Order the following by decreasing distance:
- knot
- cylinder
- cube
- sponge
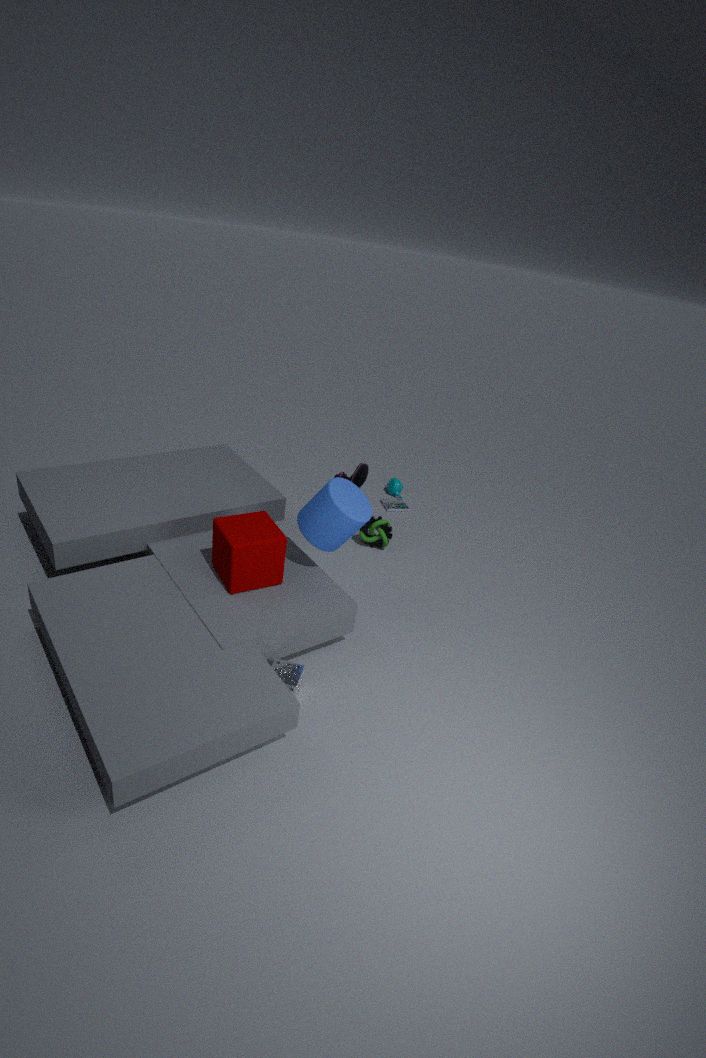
knot, cylinder, cube, sponge
